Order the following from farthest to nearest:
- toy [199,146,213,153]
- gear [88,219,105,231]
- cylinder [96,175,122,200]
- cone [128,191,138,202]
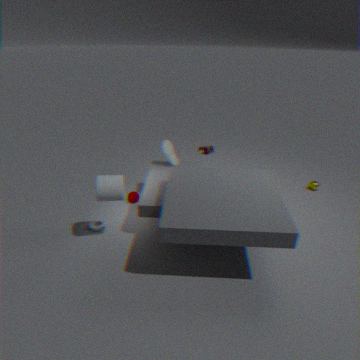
toy [199,146,213,153], cone [128,191,138,202], gear [88,219,105,231], cylinder [96,175,122,200]
